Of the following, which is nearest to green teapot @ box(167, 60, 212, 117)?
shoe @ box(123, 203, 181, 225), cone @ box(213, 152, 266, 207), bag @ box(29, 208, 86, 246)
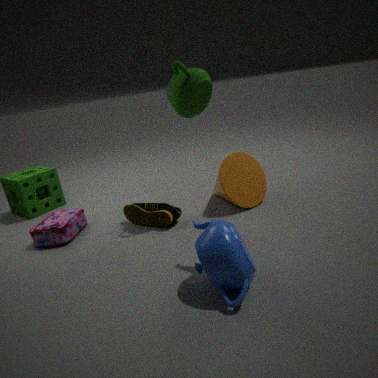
cone @ box(213, 152, 266, 207)
